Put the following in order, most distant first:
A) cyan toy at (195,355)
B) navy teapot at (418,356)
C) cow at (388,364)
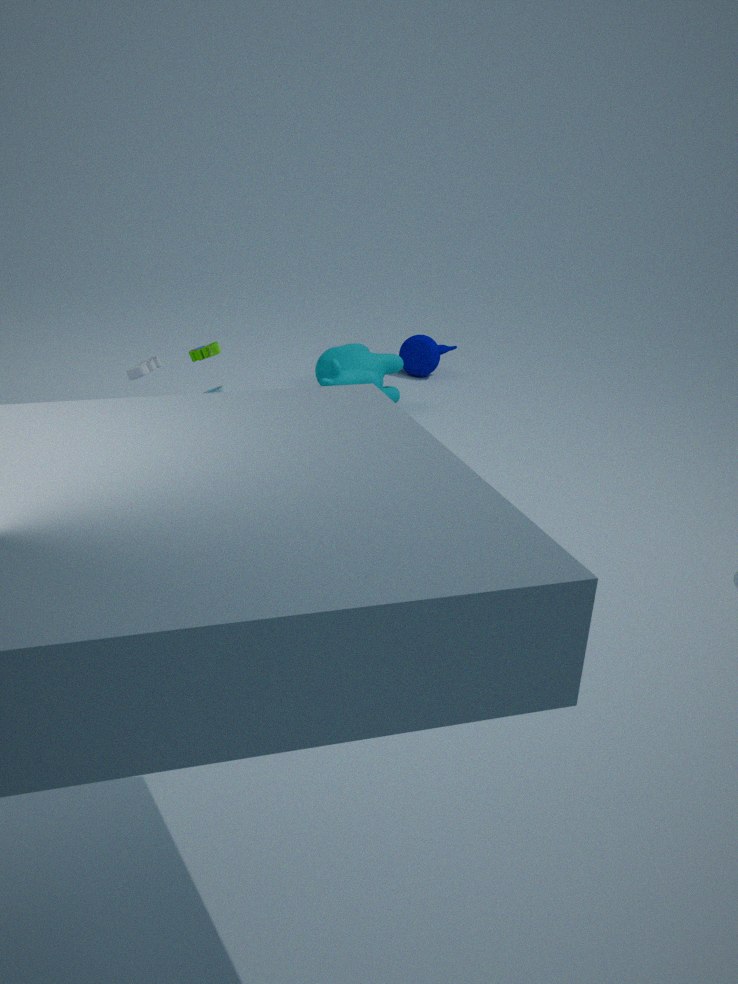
navy teapot at (418,356), cow at (388,364), cyan toy at (195,355)
